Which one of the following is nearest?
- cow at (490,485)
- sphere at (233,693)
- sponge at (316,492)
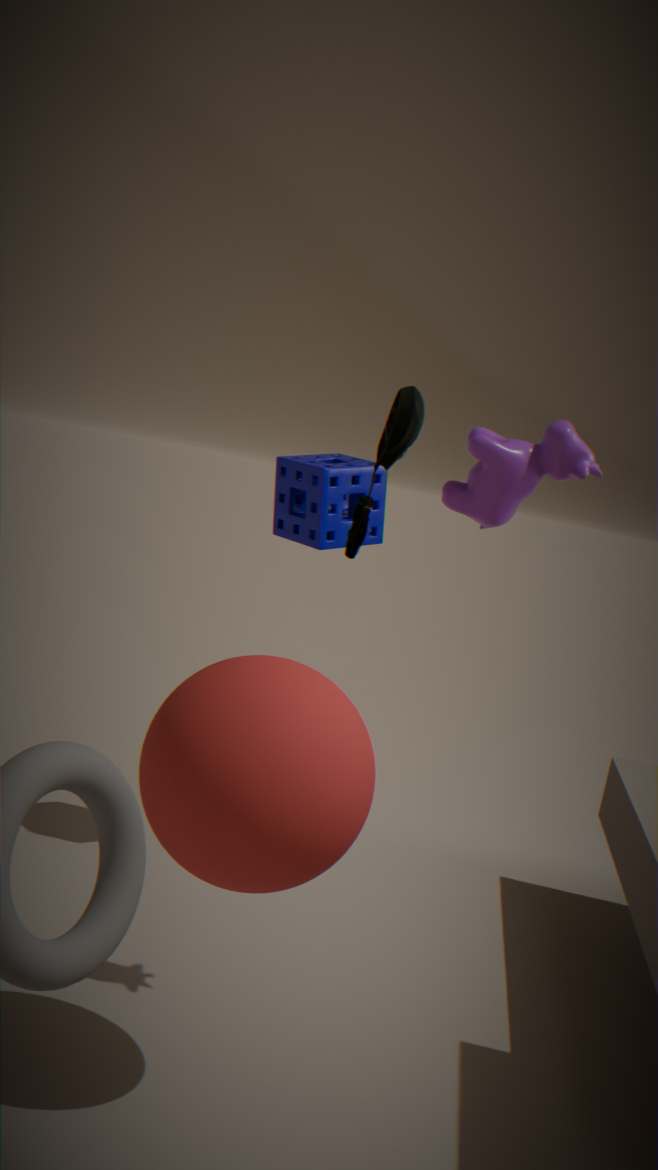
sphere at (233,693)
